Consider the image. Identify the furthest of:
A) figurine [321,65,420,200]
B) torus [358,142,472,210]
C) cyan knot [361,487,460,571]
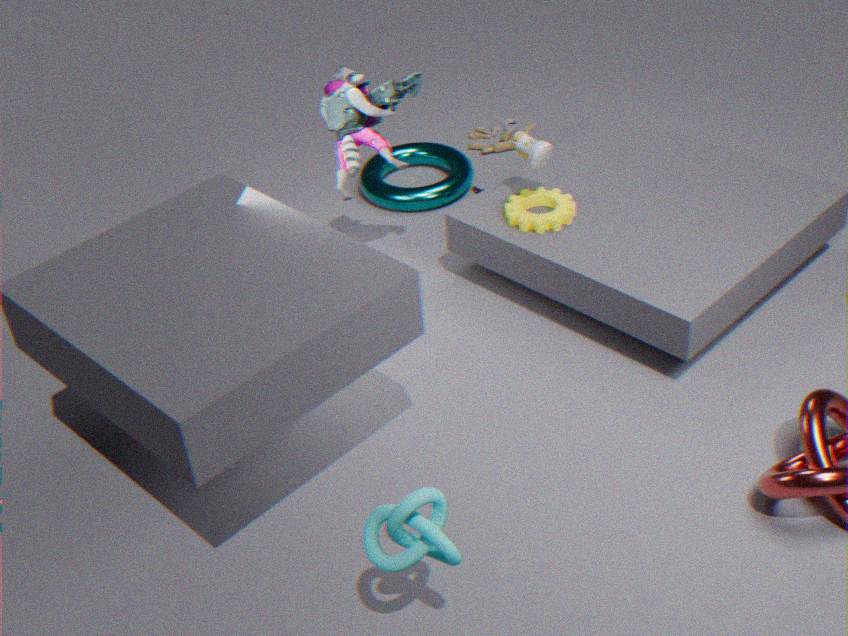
torus [358,142,472,210]
